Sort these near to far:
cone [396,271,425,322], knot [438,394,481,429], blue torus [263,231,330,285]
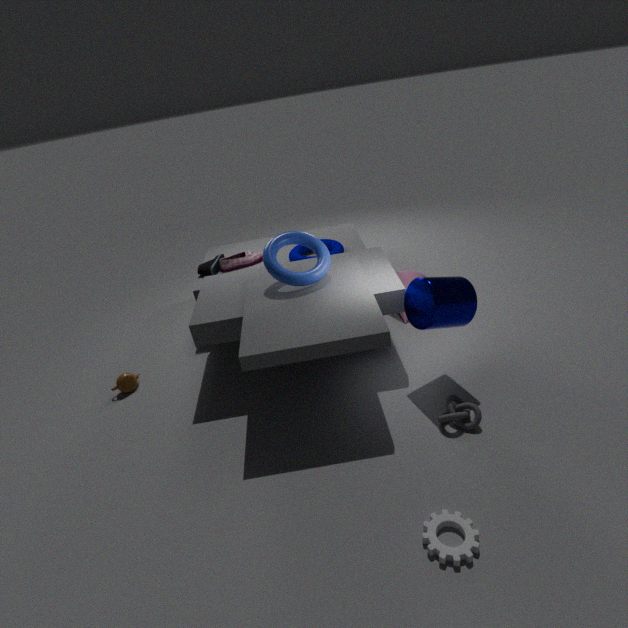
knot [438,394,481,429]
blue torus [263,231,330,285]
cone [396,271,425,322]
